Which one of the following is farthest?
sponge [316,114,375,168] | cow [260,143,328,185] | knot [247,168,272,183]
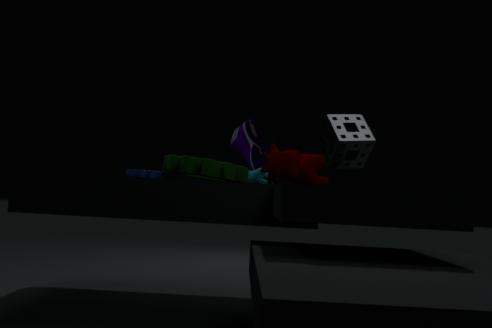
knot [247,168,272,183]
